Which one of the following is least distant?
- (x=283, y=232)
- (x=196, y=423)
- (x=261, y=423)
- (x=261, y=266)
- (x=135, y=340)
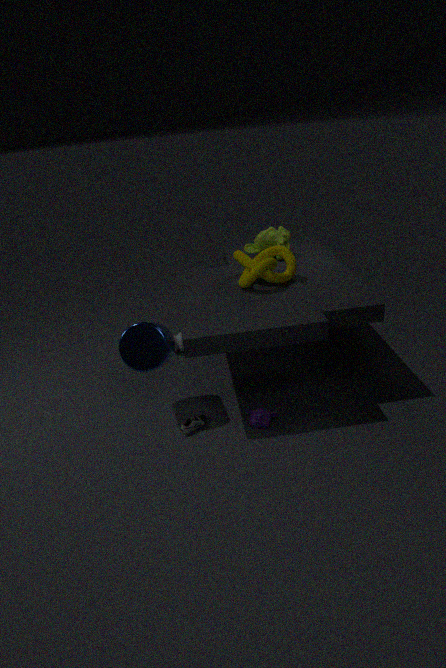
(x=135, y=340)
